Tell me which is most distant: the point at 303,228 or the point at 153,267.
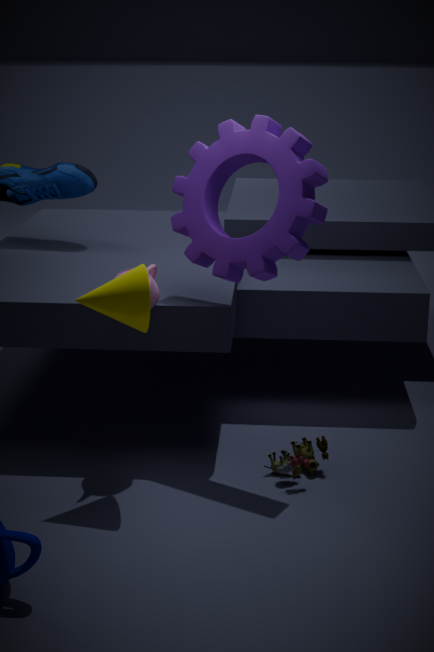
the point at 153,267
